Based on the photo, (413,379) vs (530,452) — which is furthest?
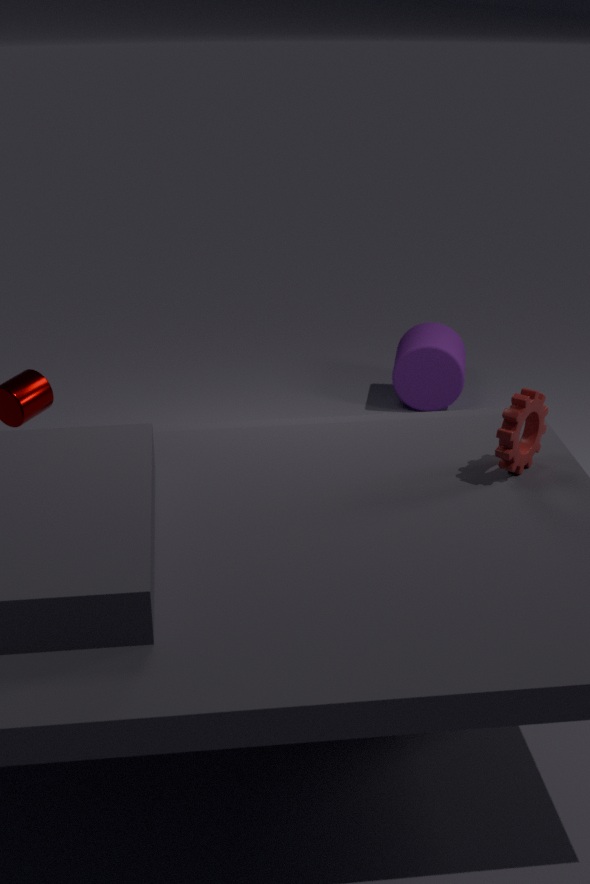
(413,379)
